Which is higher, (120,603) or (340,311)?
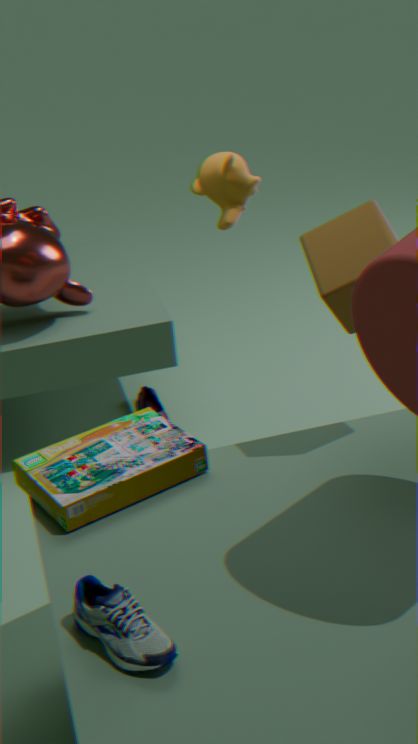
(340,311)
